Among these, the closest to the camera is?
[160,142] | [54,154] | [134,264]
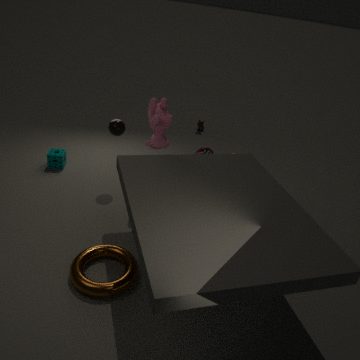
[134,264]
